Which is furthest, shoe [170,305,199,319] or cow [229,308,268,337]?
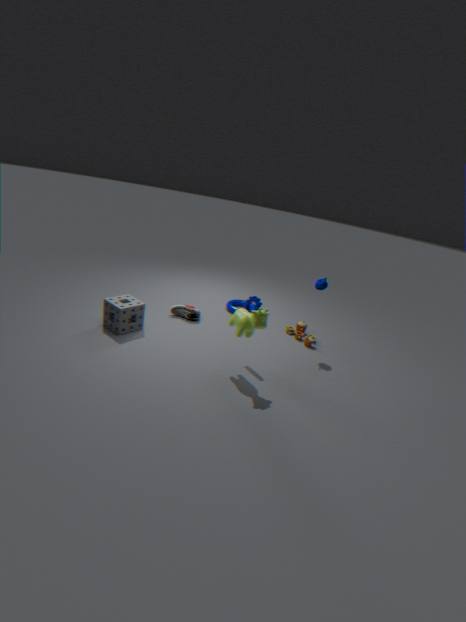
shoe [170,305,199,319]
